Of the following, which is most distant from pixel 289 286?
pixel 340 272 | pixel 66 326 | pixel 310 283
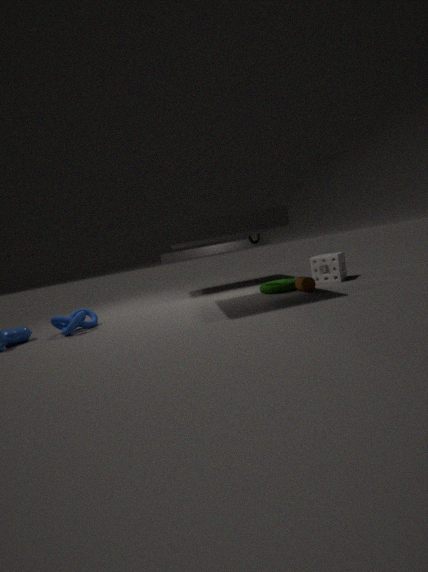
pixel 66 326
